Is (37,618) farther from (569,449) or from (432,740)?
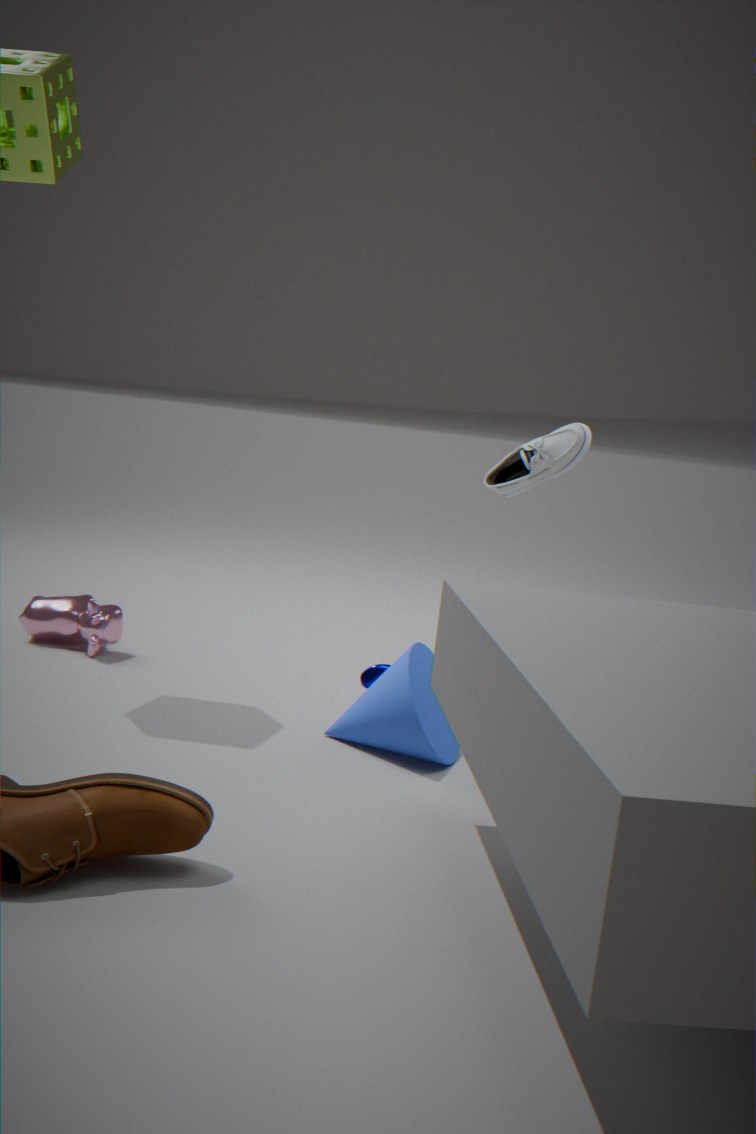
(569,449)
